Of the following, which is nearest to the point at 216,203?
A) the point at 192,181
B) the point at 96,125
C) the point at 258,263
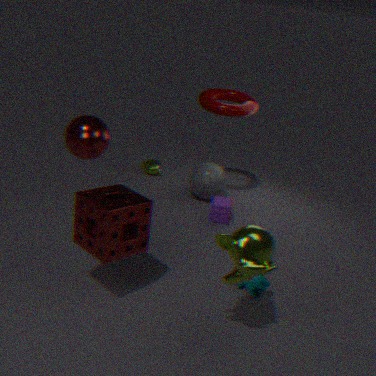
the point at 192,181
